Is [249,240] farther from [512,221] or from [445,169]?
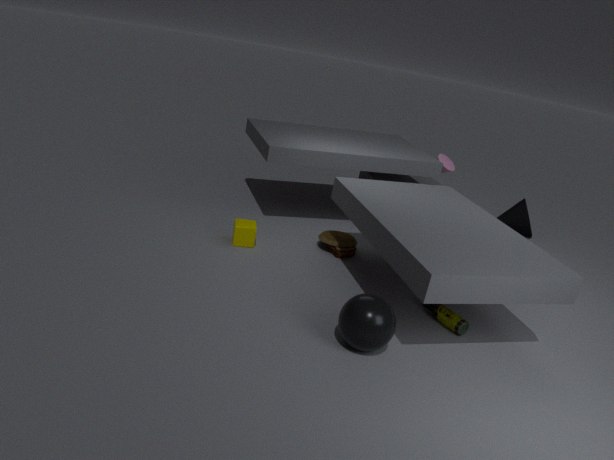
[512,221]
